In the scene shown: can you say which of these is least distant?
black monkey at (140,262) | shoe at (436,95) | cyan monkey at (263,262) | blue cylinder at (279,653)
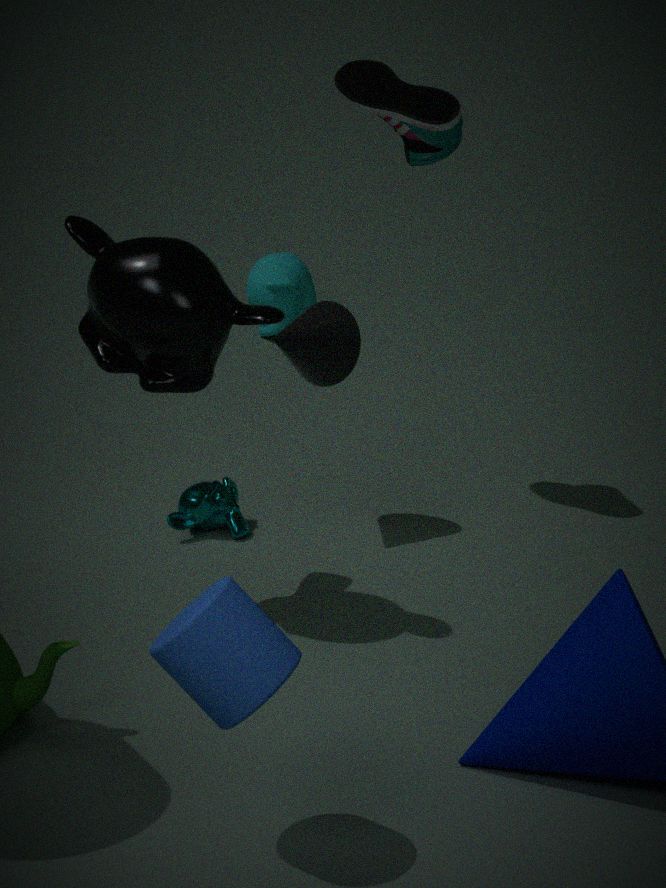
blue cylinder at (279,653)
